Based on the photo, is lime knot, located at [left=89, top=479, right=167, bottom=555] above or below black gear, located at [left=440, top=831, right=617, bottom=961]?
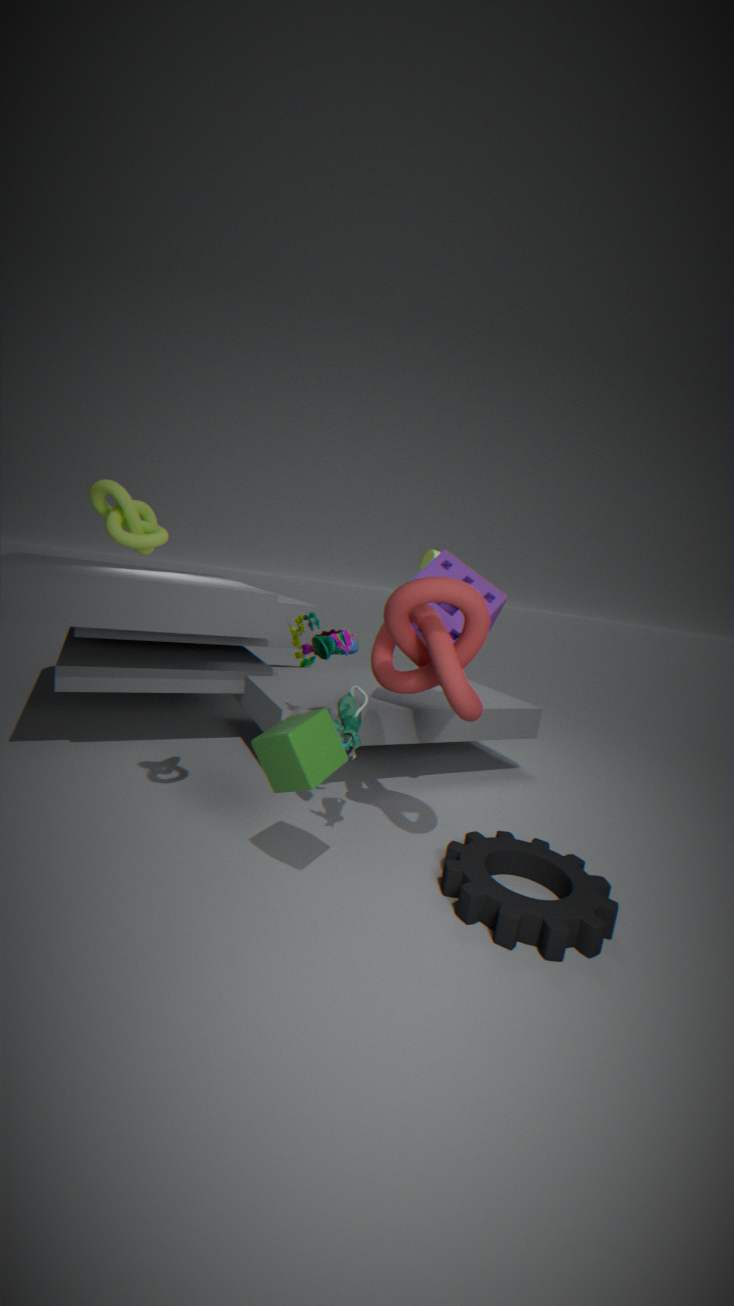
above
